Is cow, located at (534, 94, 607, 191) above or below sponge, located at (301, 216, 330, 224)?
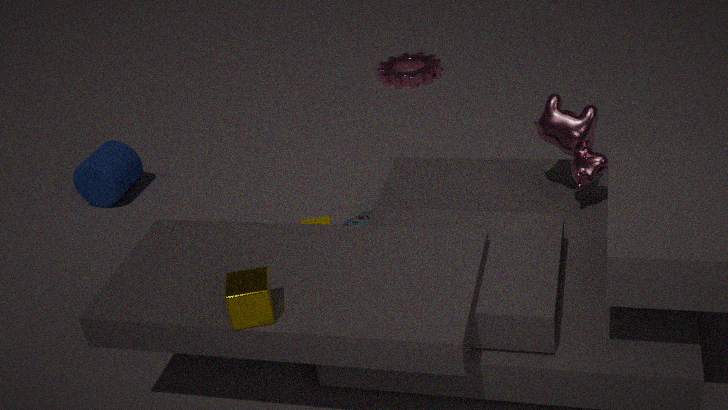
above
